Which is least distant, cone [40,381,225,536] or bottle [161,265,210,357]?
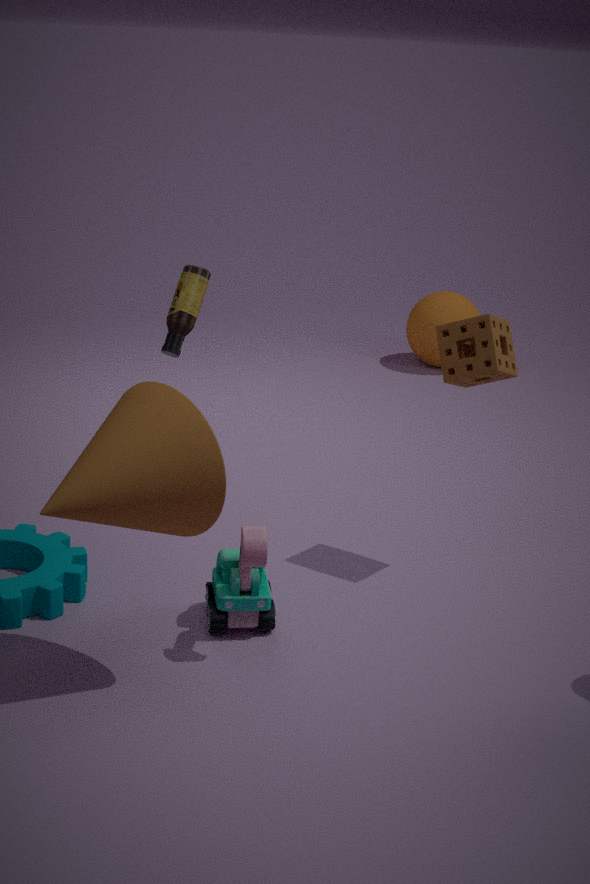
cone [40,381,225,536]
